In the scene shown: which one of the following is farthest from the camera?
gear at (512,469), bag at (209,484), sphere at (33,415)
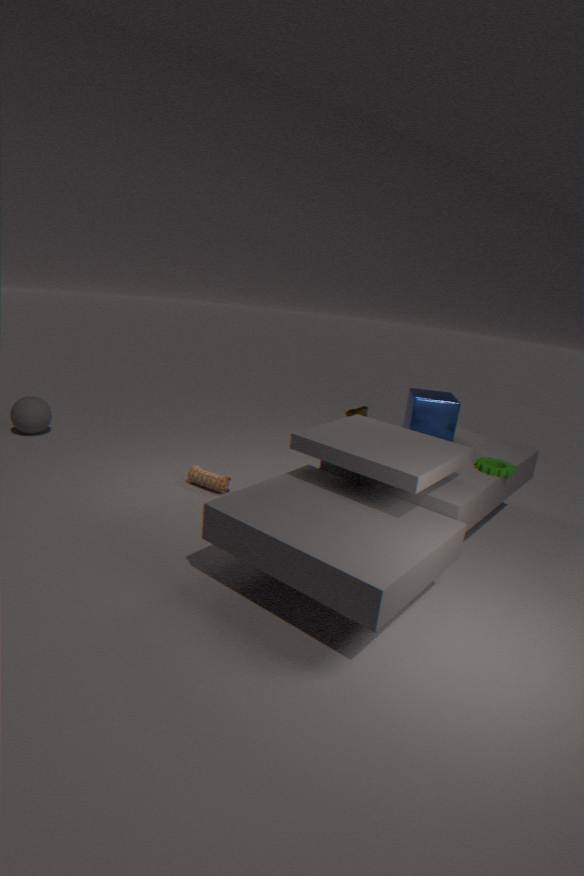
sphere at (33,415)
